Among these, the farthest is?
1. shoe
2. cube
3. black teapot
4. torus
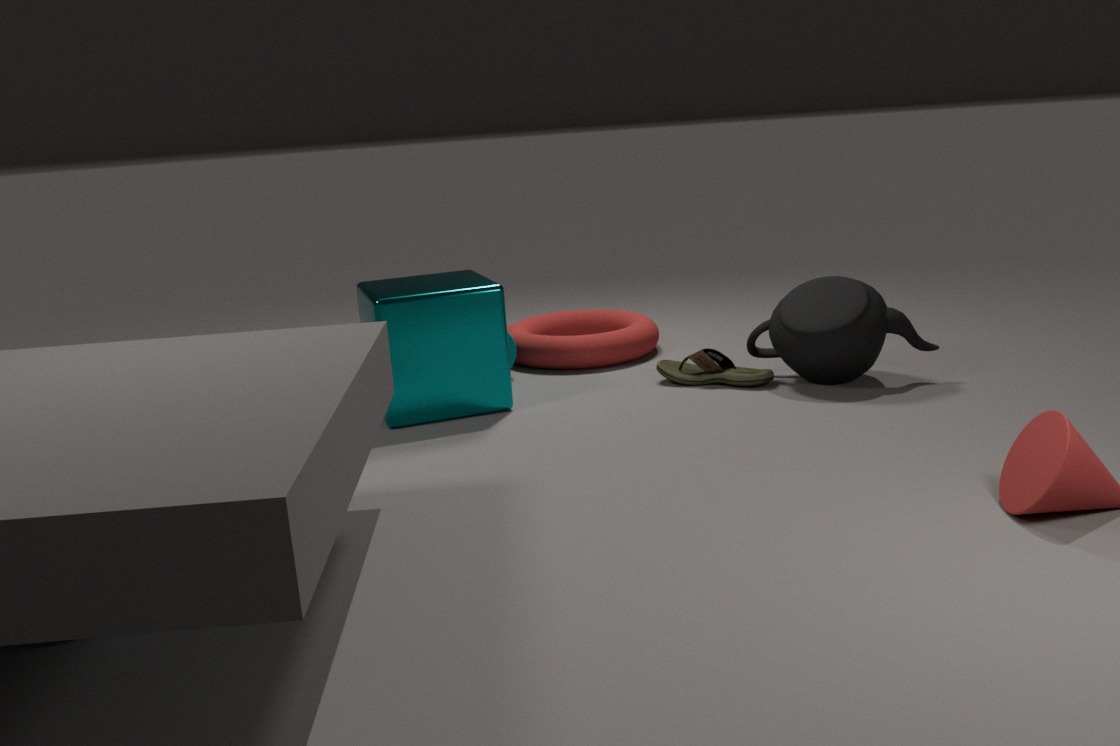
torus
